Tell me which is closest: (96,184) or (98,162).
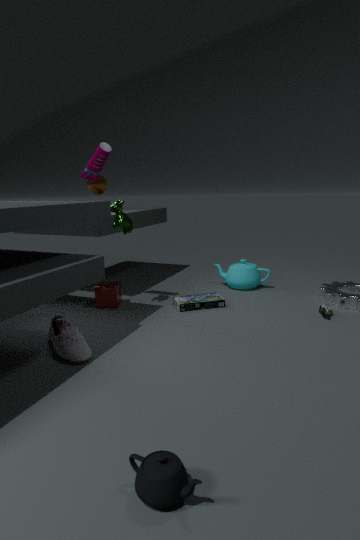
(98,162)
